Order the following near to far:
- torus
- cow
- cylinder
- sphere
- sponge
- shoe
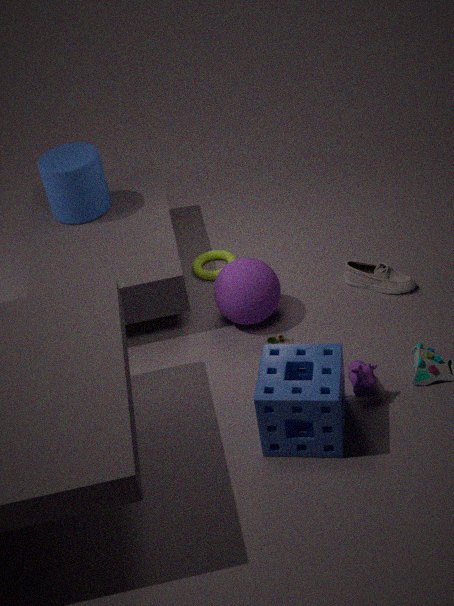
1. sponge
2. cow
3. sphere
4. shoe
5. cylinder
6. torus
